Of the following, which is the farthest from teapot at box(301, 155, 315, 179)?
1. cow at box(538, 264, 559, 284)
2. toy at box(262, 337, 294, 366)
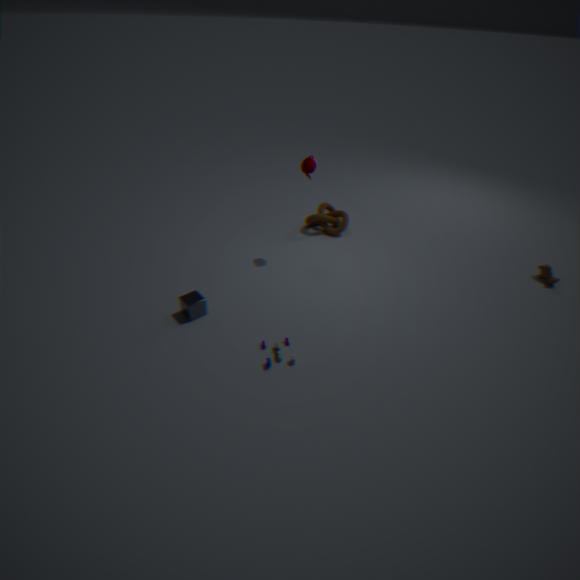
cow at box(538, 264, 559, 284)
